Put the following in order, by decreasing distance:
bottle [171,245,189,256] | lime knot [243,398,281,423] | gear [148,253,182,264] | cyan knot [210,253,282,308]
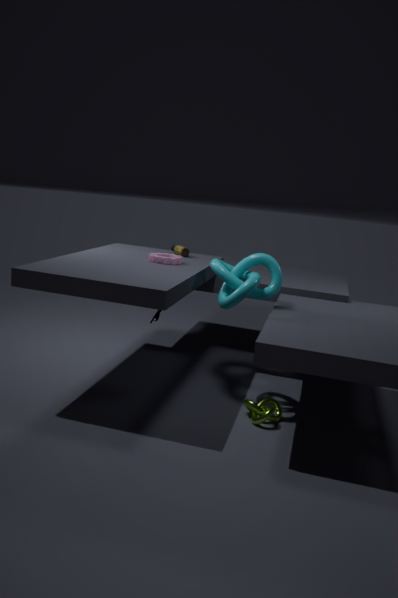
bottle [171,245,189,256] → gear [148,253,182,264] → cyan knot [210,253,282,308] → lime knot [243,398,281,423]
